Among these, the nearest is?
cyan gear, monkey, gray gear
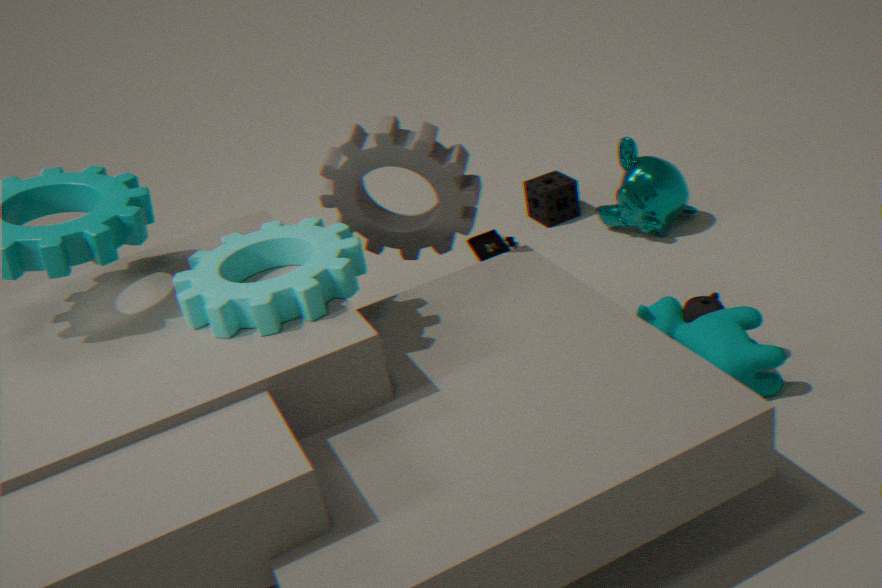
cyan gear
